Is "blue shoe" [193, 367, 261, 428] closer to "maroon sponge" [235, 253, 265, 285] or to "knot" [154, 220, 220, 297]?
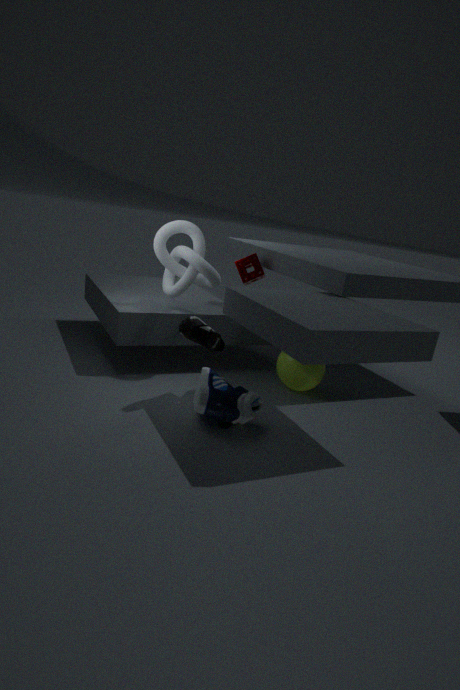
"knot" [154, 220, 220, 297]
